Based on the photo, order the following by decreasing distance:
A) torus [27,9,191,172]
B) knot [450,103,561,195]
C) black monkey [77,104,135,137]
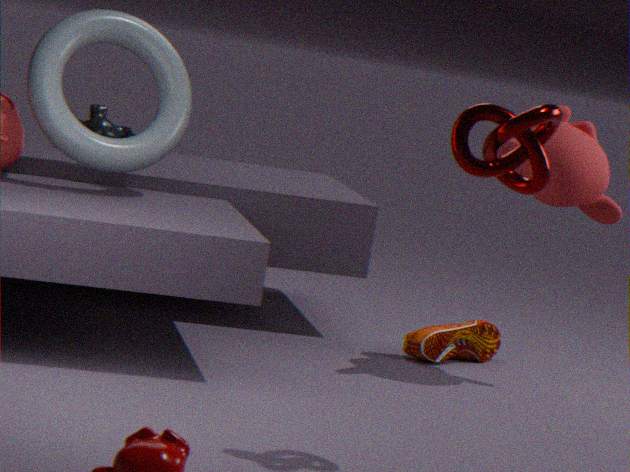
black monkey [77,104,135,137]
torus [27,9,191,172]
knot [450,103,561,195]
